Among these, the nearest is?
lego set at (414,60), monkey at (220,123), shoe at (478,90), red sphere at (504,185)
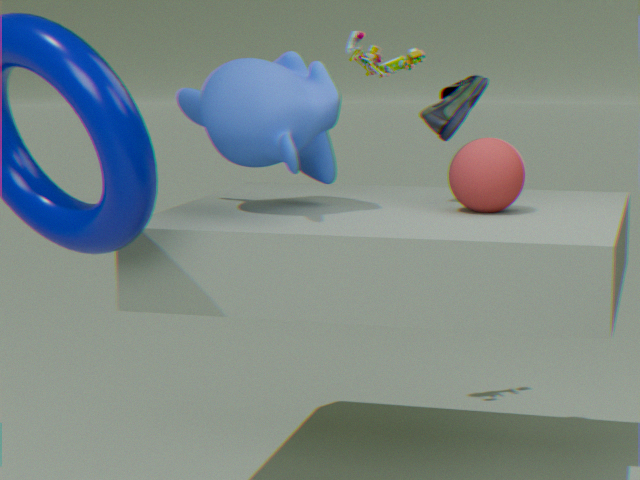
monkey at (220,123)
